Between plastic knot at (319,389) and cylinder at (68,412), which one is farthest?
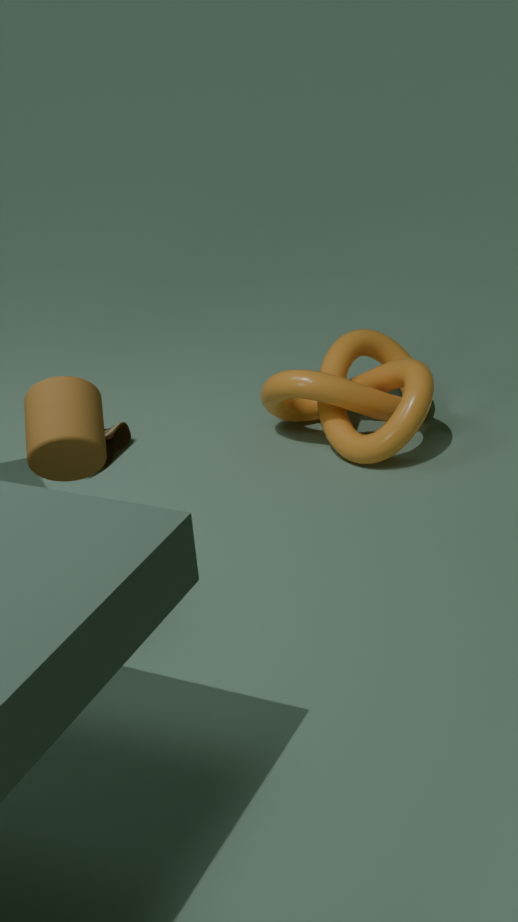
plastic knot at (319,389)
